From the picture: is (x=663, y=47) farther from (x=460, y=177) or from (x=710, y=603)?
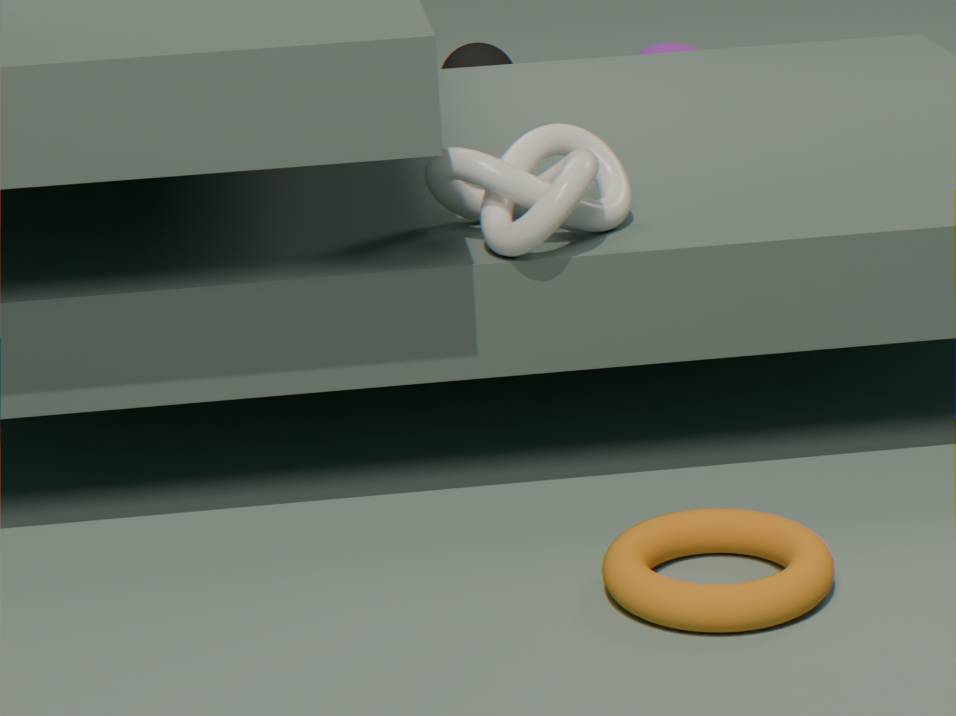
(x=710, y=603)
